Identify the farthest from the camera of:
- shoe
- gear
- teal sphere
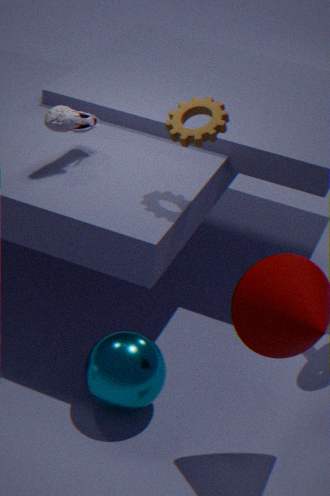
shoe
